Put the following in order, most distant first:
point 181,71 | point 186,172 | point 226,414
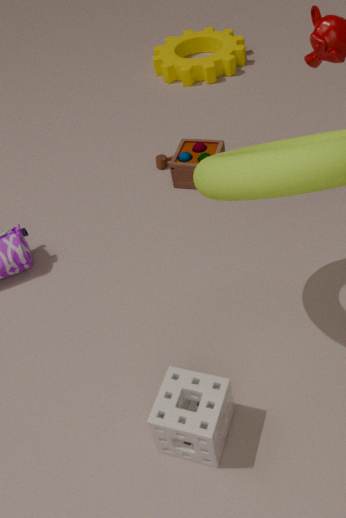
point 181,71, point 186,172, point 226,414
